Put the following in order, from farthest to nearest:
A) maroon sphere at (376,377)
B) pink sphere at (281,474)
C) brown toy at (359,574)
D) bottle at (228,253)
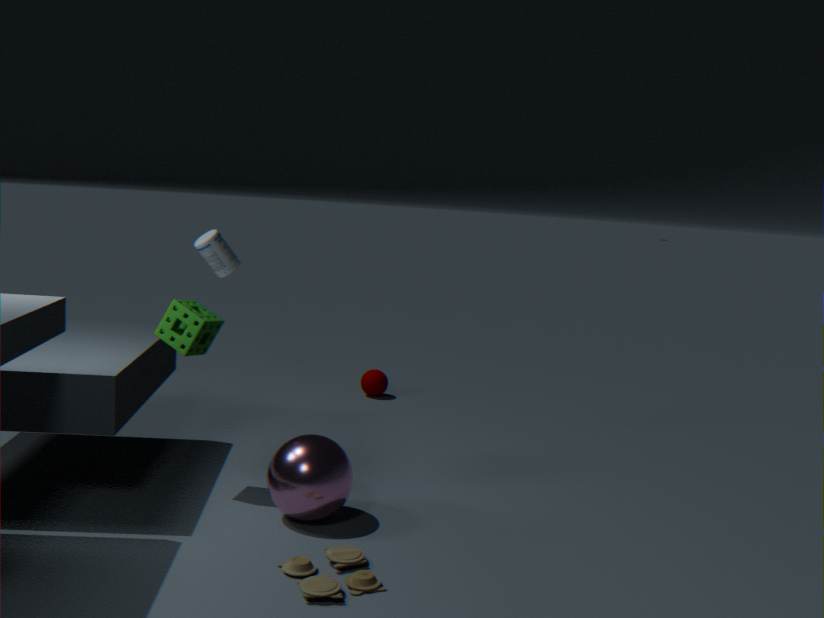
maroon sphere at (376,377) → bottle at (228,253) → pink sphere at (281,474) → brown toy at (359,574)
